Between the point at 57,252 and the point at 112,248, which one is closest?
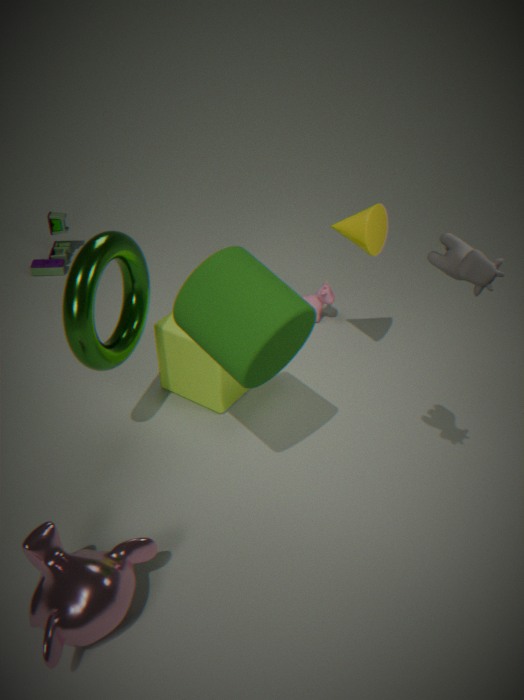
the point at 112,248
